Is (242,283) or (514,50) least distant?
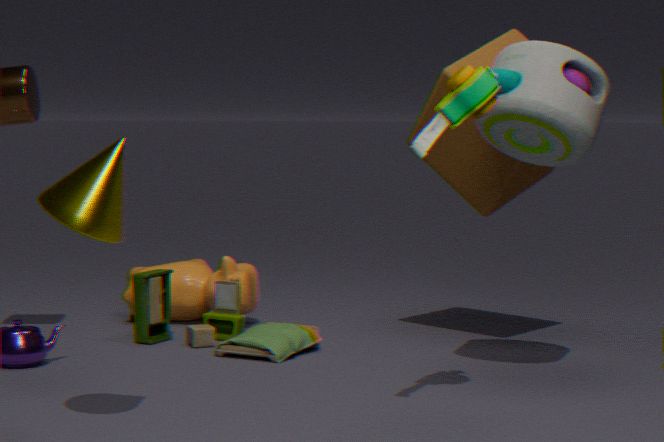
(514,50)
